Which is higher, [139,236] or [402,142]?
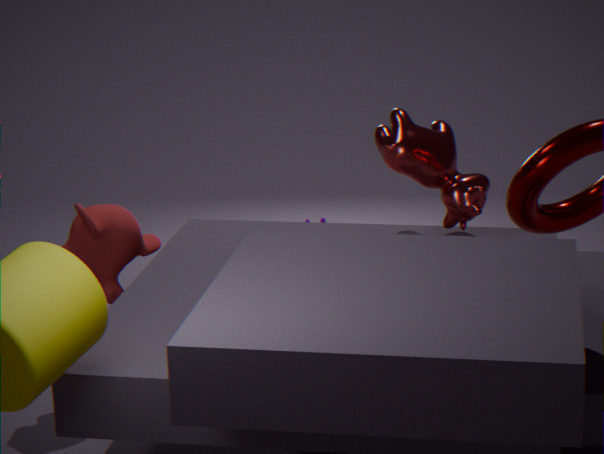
[402,142]
